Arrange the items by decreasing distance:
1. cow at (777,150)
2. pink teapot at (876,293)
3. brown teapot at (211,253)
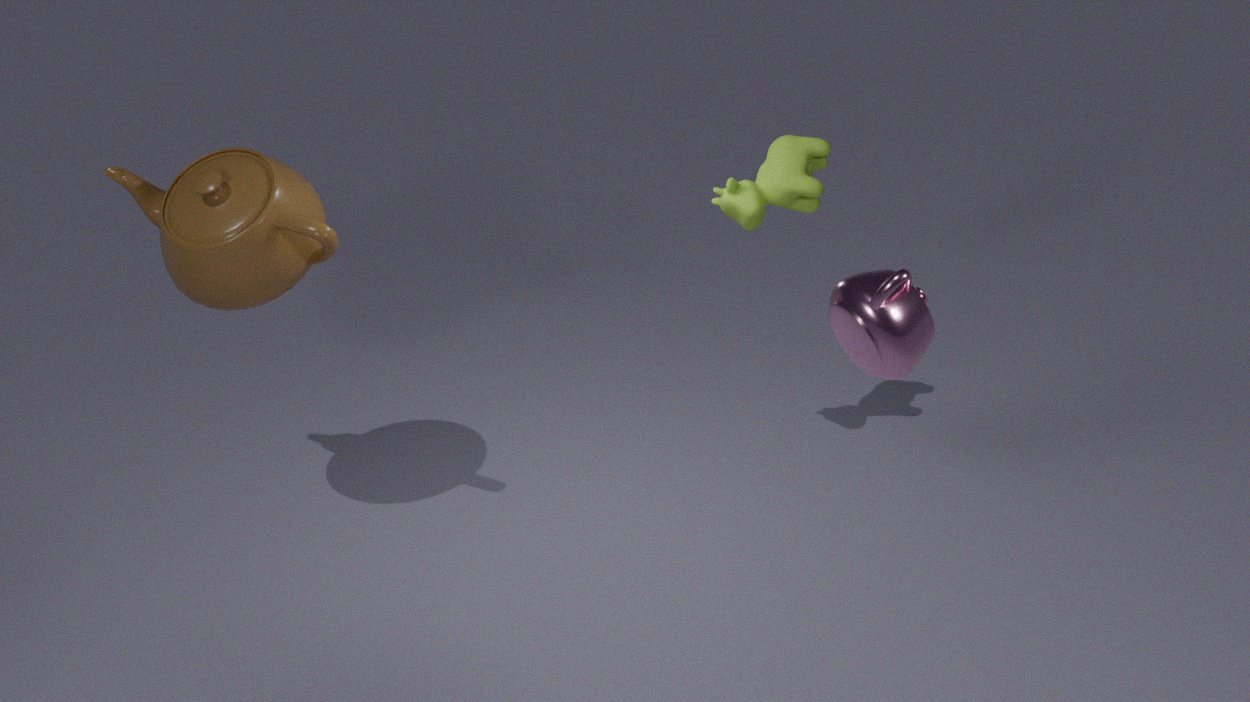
cow at (777,150)
brown teapot at (211,253)
pink teapot at (876,293)
